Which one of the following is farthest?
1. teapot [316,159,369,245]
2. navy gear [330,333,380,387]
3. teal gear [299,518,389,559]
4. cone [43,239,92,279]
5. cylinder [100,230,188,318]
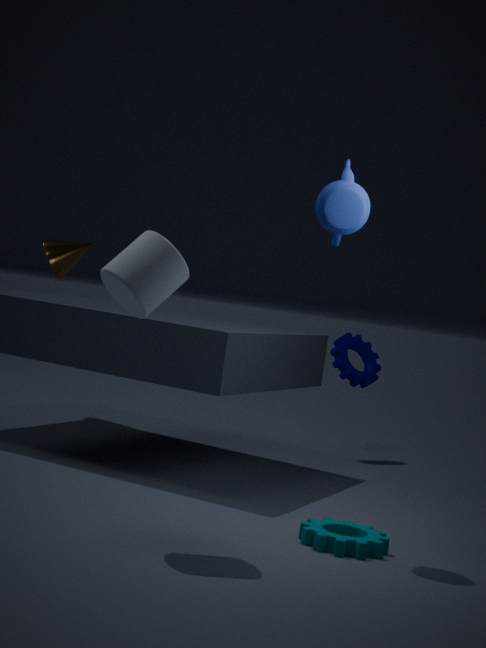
cone [43,239,92,279]
